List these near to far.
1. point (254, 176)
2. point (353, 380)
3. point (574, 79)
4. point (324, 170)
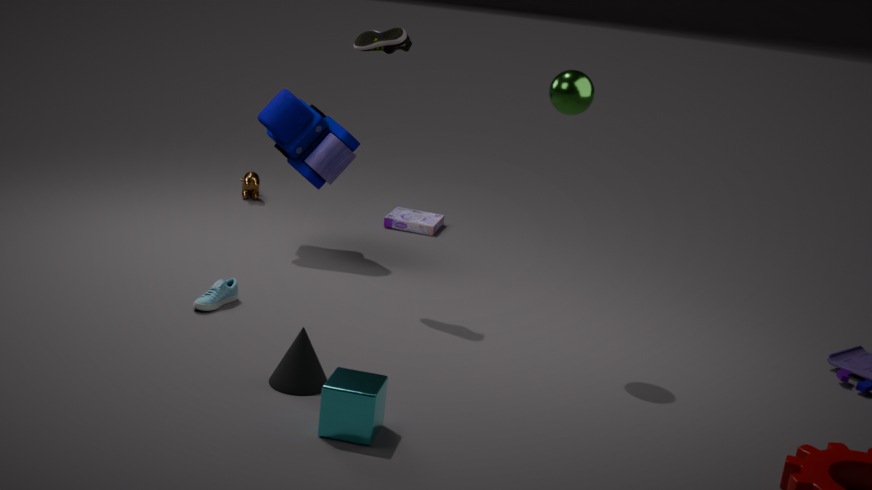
point (353, 380) < point (574, 79) < point (324, 170) < point (254, 176)
